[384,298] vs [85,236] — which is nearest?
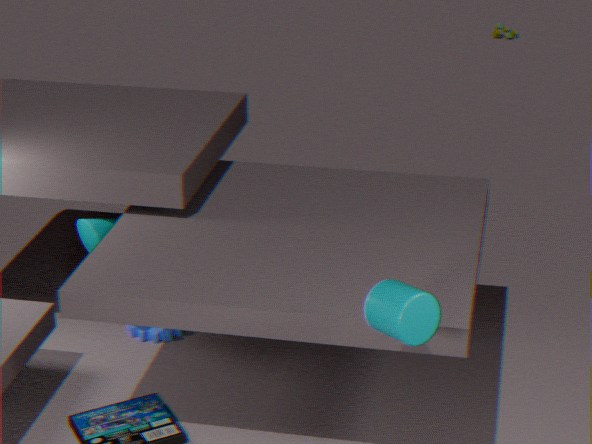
[384,298]
